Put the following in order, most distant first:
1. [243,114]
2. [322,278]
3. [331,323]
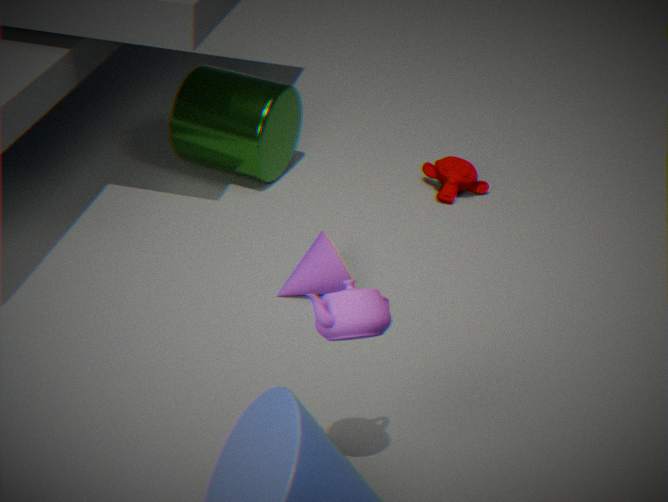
[243,114], [322,278], [331,323]
